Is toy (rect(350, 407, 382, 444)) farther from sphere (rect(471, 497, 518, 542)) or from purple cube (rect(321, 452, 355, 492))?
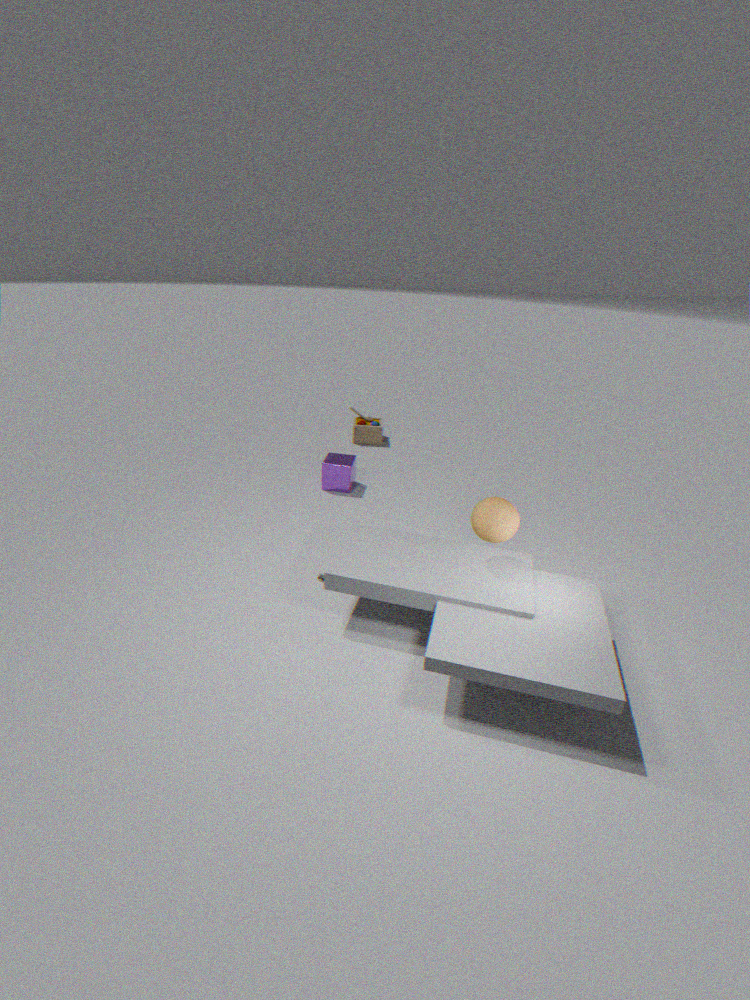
sphere (rect(471, 497, 518, 542))
